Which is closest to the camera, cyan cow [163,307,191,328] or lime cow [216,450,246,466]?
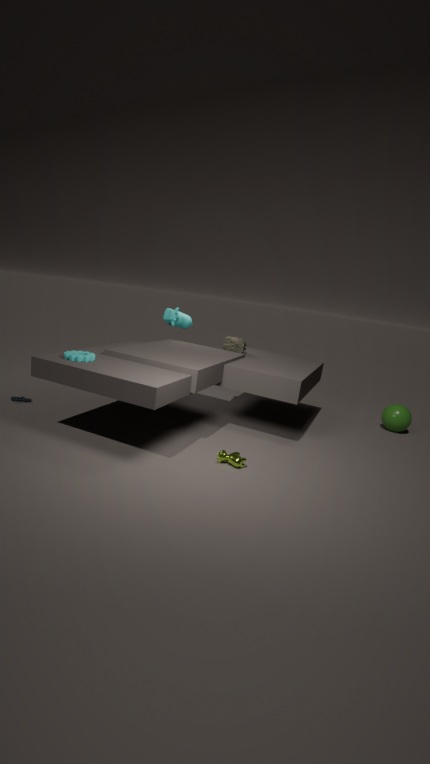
lime cow [216,450,246,466]
